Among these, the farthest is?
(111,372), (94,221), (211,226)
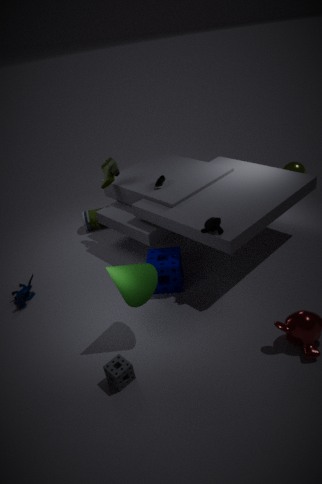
(94,221)
